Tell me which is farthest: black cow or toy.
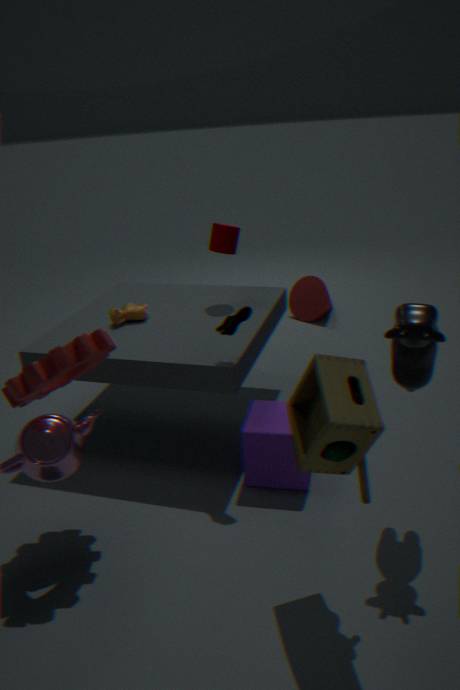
black cow
